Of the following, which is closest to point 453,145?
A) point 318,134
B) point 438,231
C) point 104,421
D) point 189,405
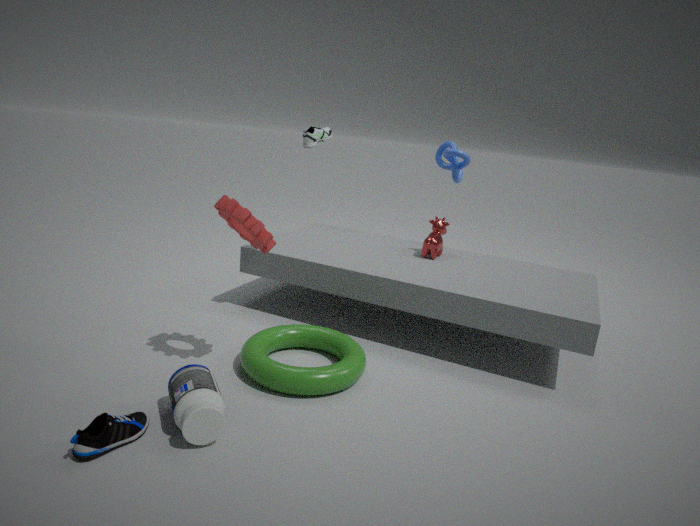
point 438,231
